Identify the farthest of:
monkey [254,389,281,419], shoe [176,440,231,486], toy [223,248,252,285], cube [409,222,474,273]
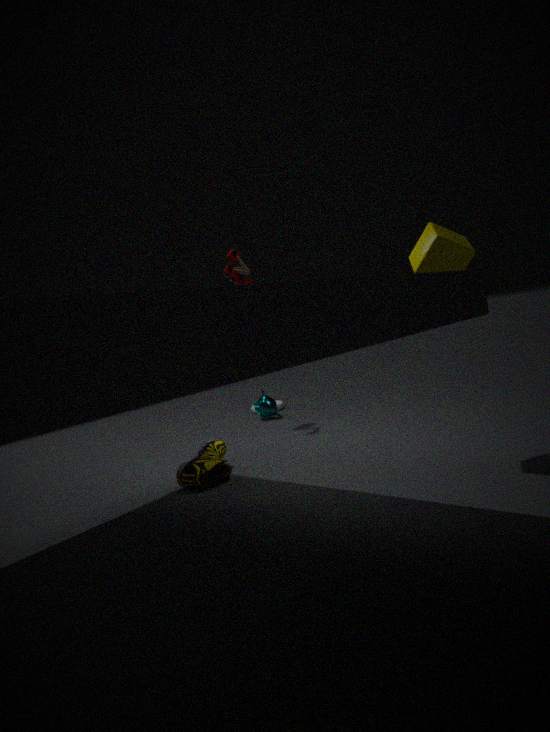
monkey [254,389,281,419]
